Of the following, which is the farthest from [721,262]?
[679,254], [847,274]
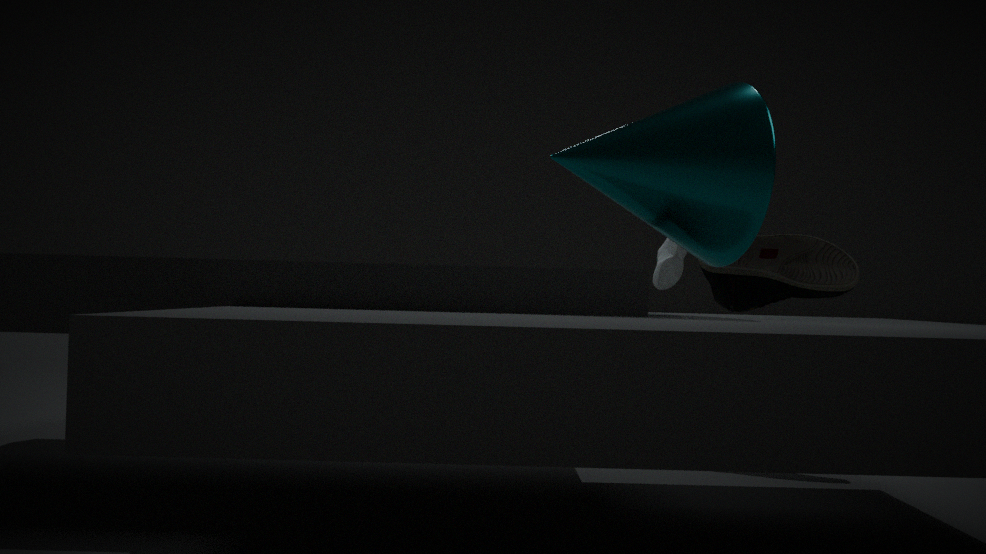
[679,254]
